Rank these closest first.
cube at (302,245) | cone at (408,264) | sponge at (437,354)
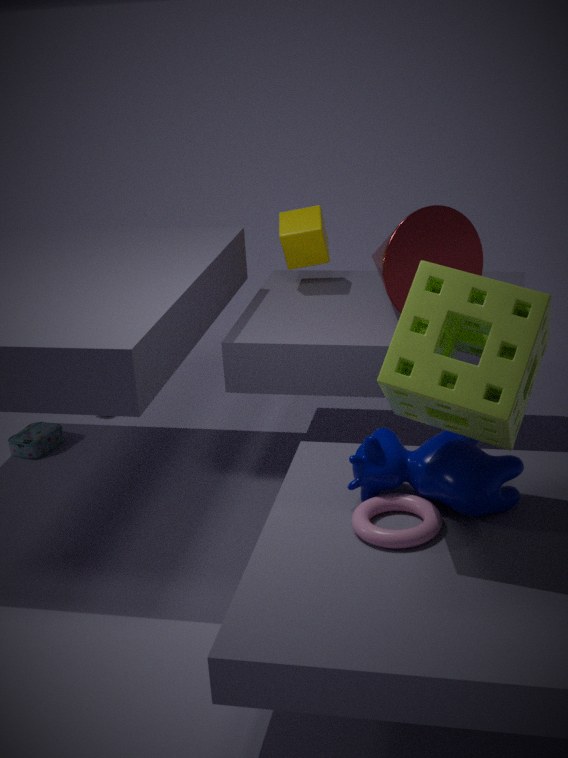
sponge at (437,354) < cone at (408,264) < cube at (302,245)
